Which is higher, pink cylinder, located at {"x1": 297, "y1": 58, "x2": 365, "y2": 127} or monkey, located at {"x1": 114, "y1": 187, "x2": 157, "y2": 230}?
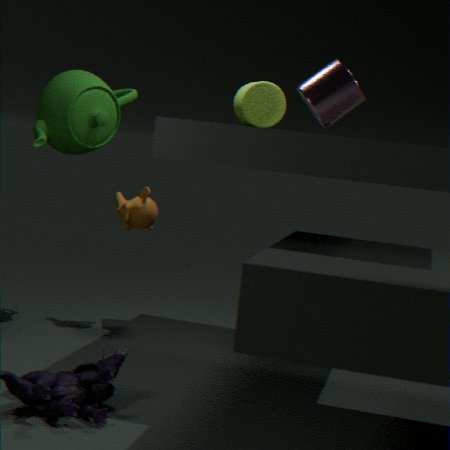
pink cylinder, located at {"x1": 297, "y1": 58, "x2": 365, "y2": 127}
